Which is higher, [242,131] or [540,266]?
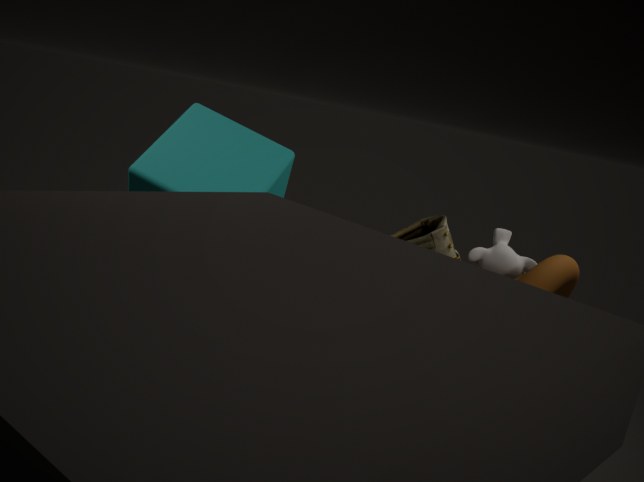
[242,131]
